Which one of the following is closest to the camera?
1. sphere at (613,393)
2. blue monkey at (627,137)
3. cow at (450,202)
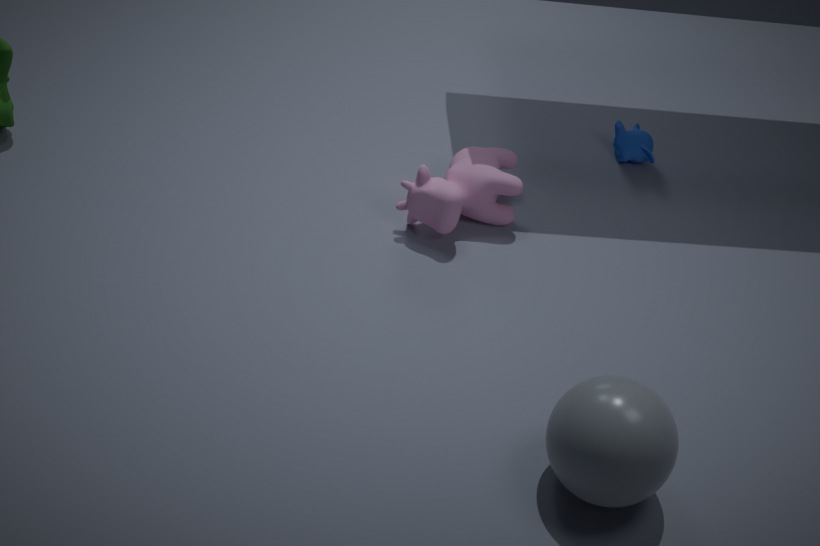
sphere at (613,393)
